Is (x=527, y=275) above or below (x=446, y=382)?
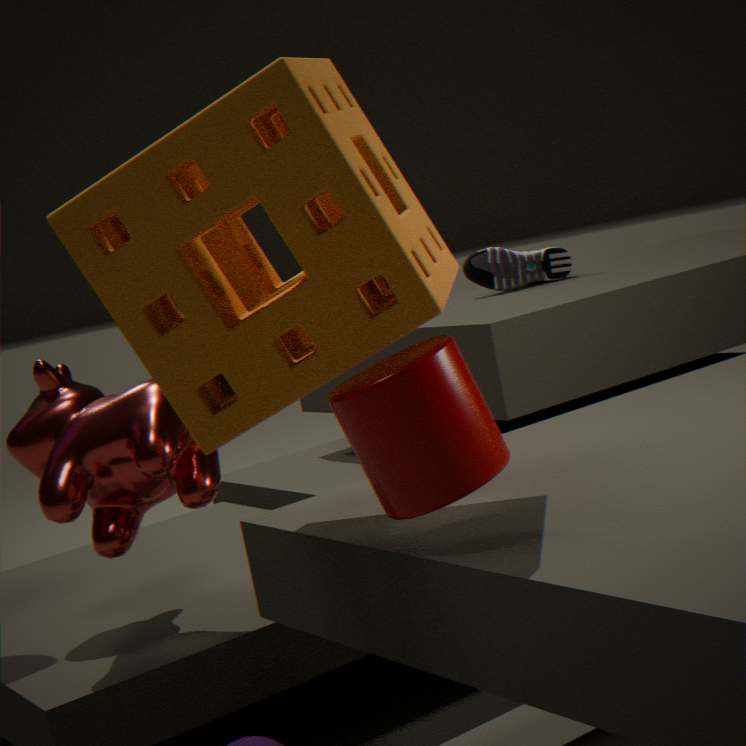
above
